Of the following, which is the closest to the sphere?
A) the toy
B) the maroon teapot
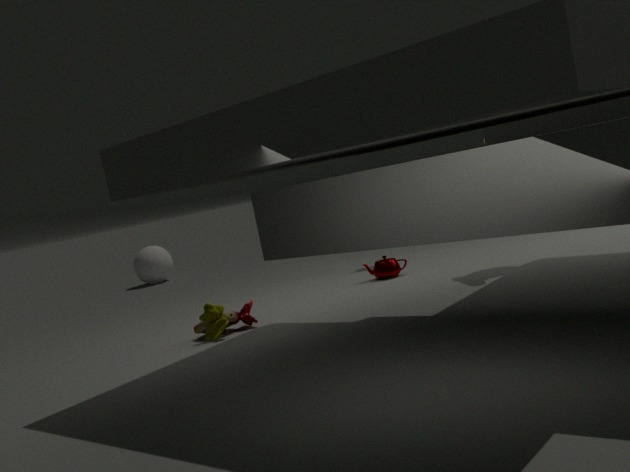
the maroon teapot
